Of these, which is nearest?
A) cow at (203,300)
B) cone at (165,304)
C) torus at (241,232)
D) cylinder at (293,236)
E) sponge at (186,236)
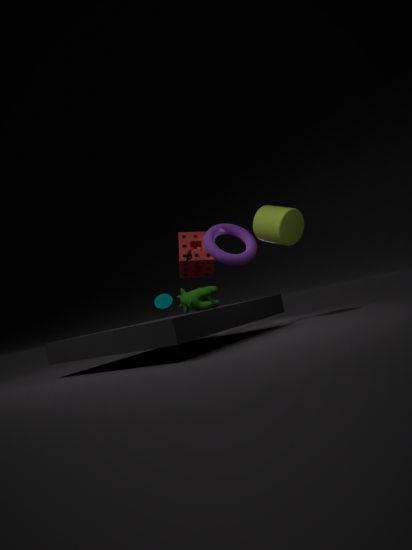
cow at (203,300)
